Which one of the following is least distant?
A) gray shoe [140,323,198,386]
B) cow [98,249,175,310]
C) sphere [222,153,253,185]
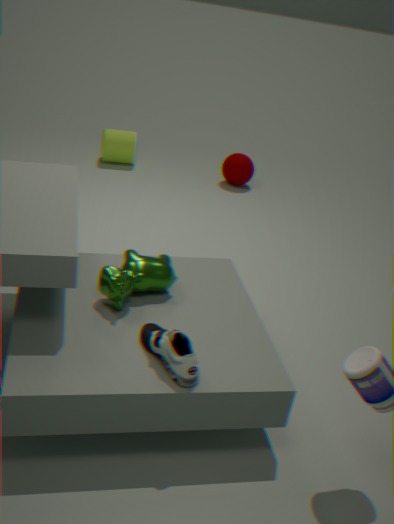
gray shoe [140,323,198,386]
